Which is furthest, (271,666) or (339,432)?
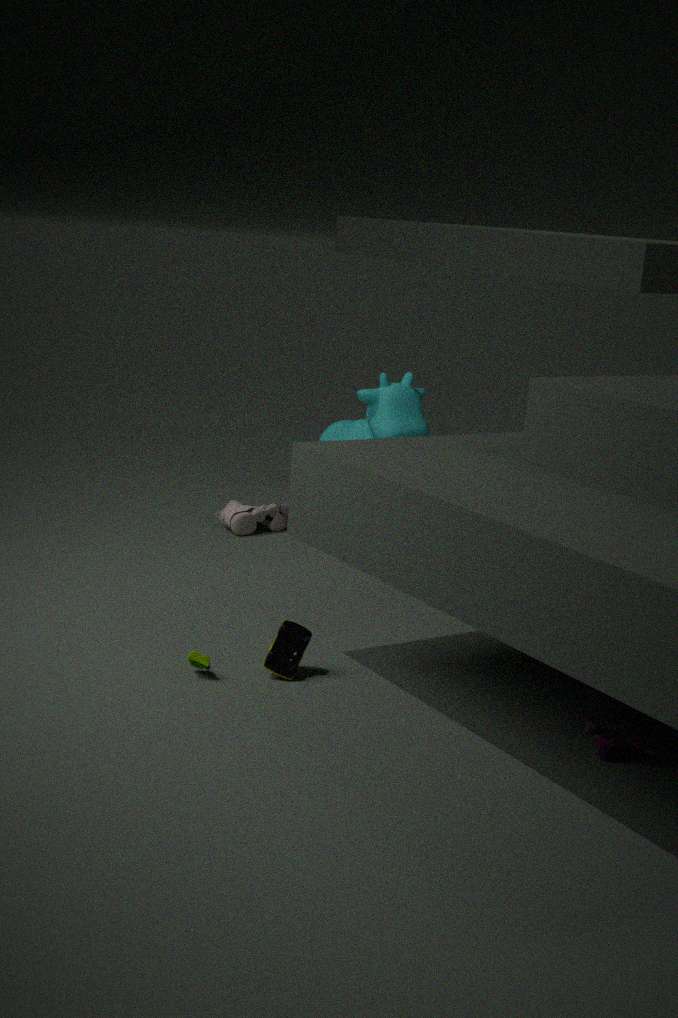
(339,432)
